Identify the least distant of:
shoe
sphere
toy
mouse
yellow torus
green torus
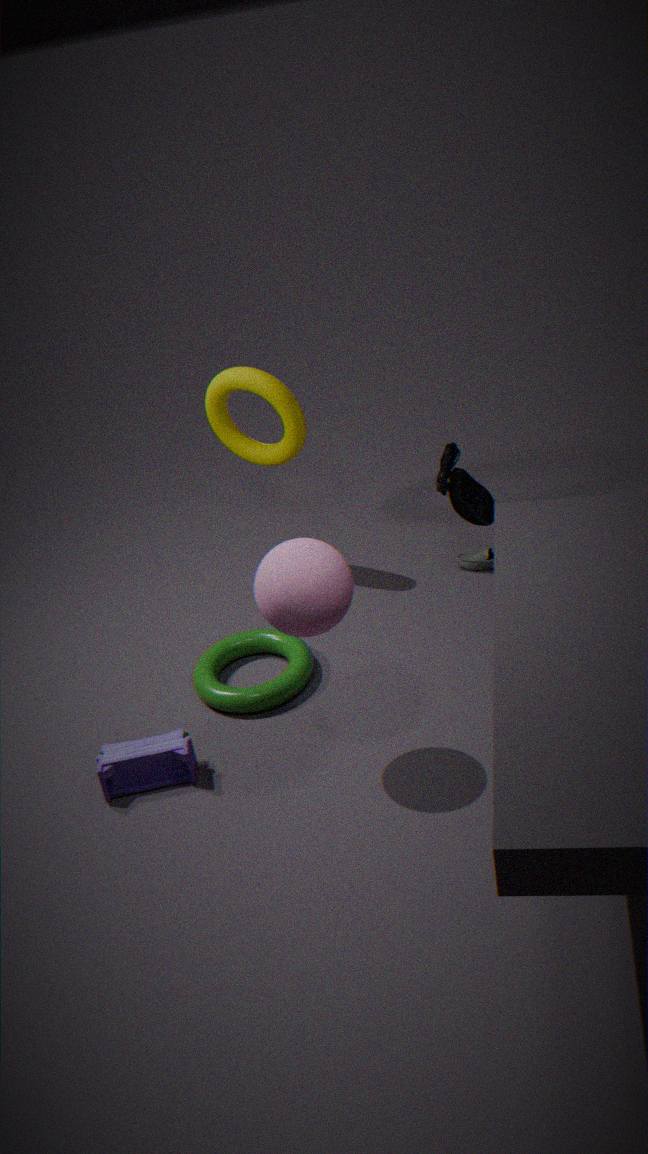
sphere
